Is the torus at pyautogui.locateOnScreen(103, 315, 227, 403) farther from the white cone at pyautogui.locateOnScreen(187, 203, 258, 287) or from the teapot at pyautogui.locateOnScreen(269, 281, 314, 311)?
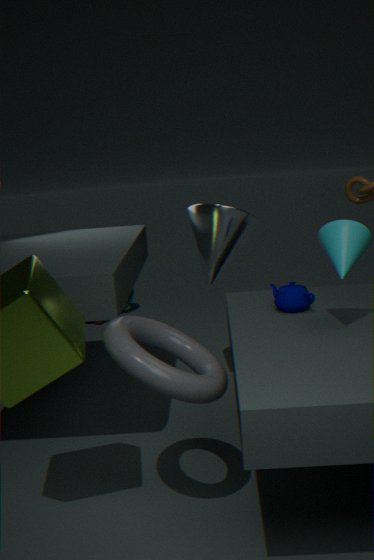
the white cone at pyautogui.locateOnScreen(187, 203, 258, 287)
